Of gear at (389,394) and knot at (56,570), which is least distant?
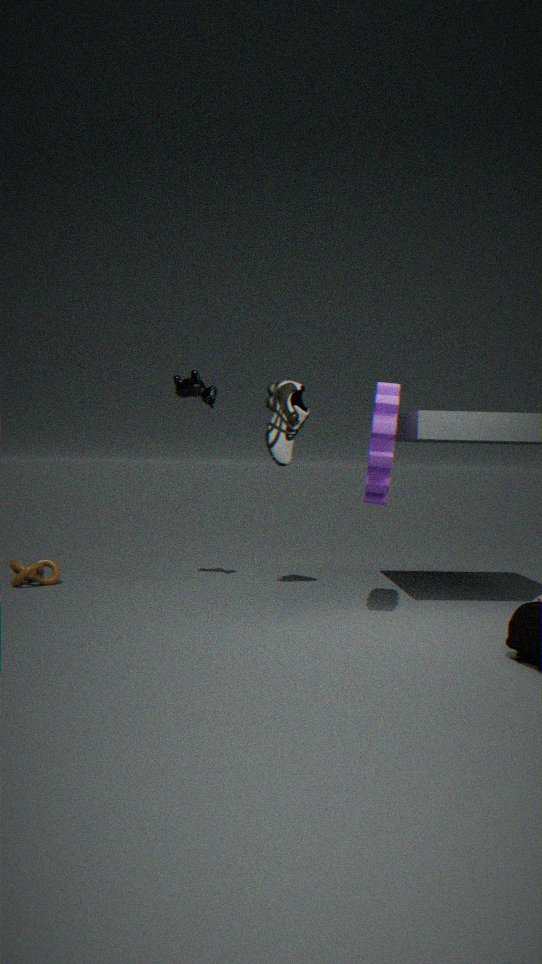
gear at (389,394)
